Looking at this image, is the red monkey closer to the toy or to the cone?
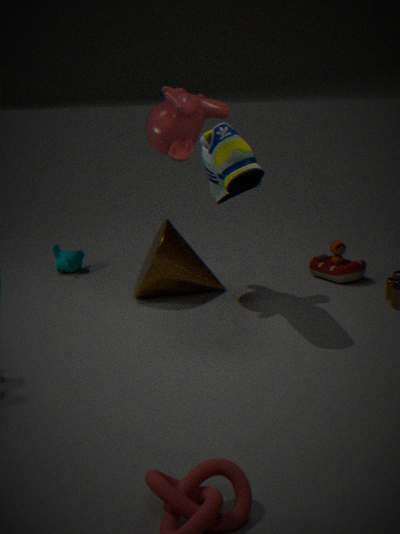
the cone
